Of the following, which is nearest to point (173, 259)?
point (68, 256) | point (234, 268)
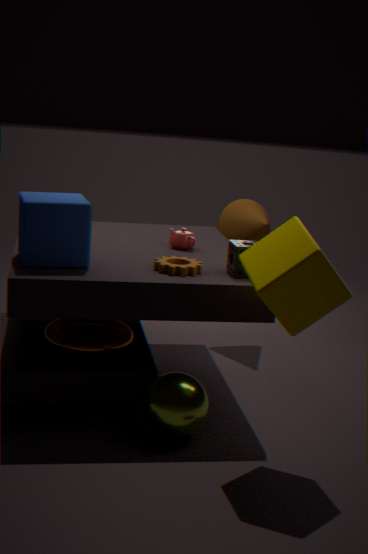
point (234, 268)
